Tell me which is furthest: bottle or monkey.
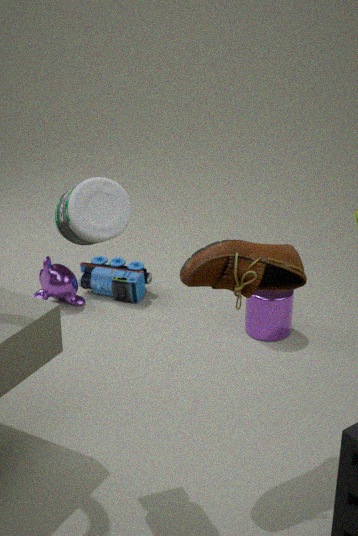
monkey
